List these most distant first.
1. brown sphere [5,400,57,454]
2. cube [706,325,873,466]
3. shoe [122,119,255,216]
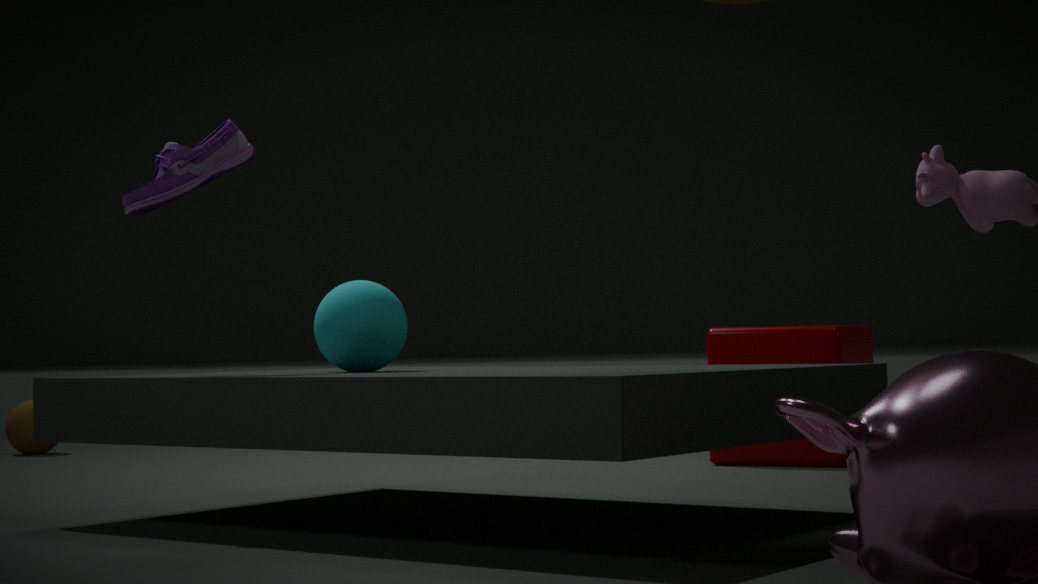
brown sphere [5,400,57,454], cube [706,325,873,466], shoe [122,119,255,216]
